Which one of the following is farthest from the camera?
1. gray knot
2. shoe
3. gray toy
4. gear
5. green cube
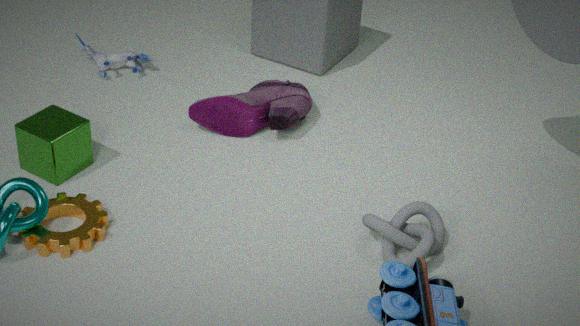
gray toy
